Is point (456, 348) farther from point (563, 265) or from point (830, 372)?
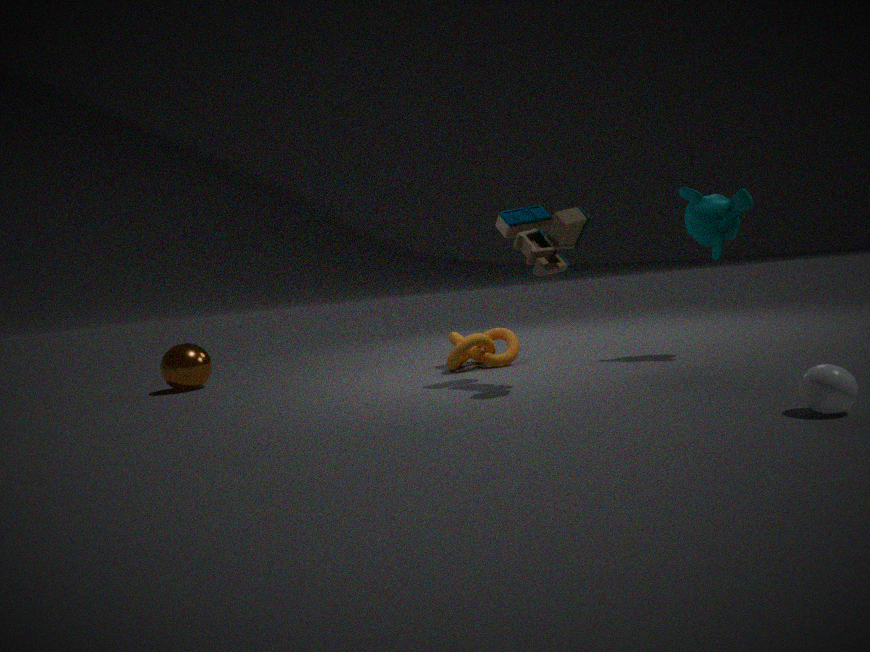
point (830, 372)
